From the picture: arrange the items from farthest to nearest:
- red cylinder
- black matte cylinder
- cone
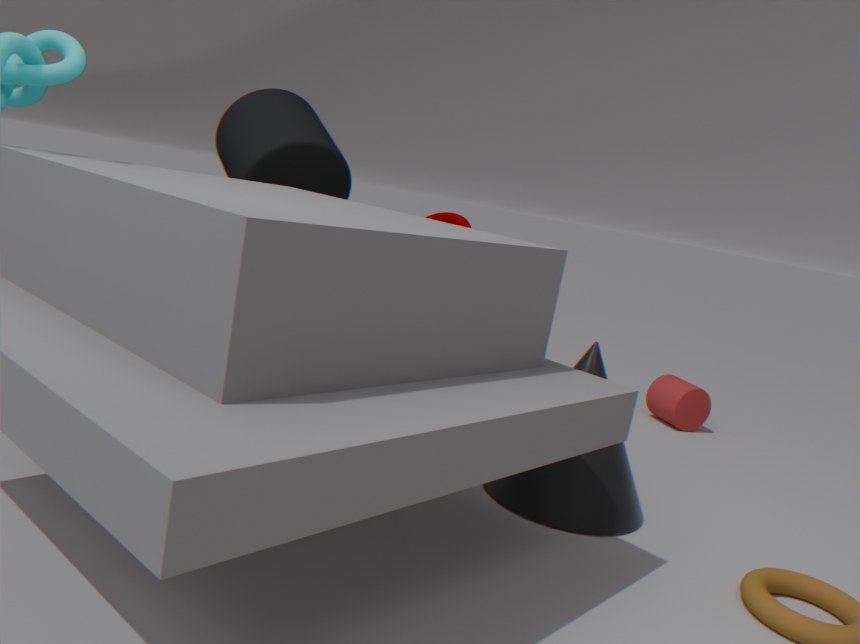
red cylinder < black matte cylinder < cone
